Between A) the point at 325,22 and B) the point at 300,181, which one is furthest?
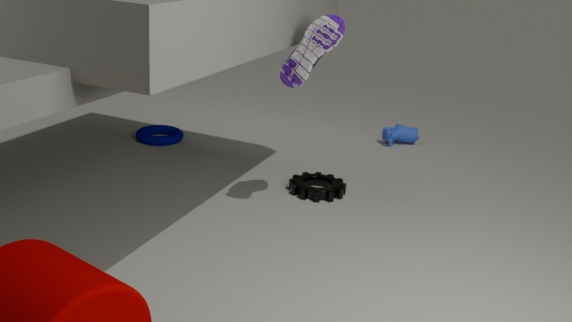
B. the point at 300,181
